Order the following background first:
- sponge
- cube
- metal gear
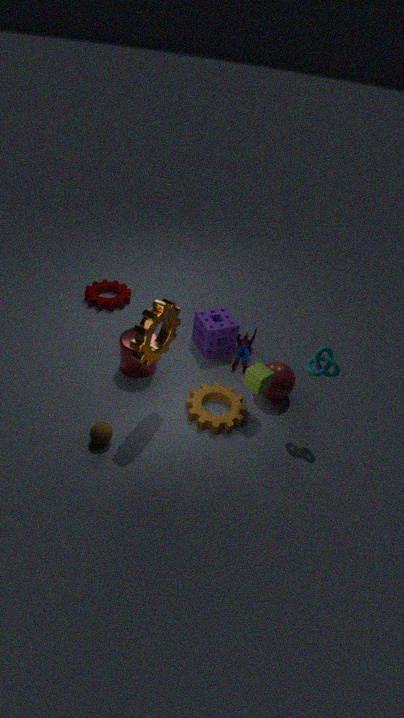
sponge
cube
metal gear
